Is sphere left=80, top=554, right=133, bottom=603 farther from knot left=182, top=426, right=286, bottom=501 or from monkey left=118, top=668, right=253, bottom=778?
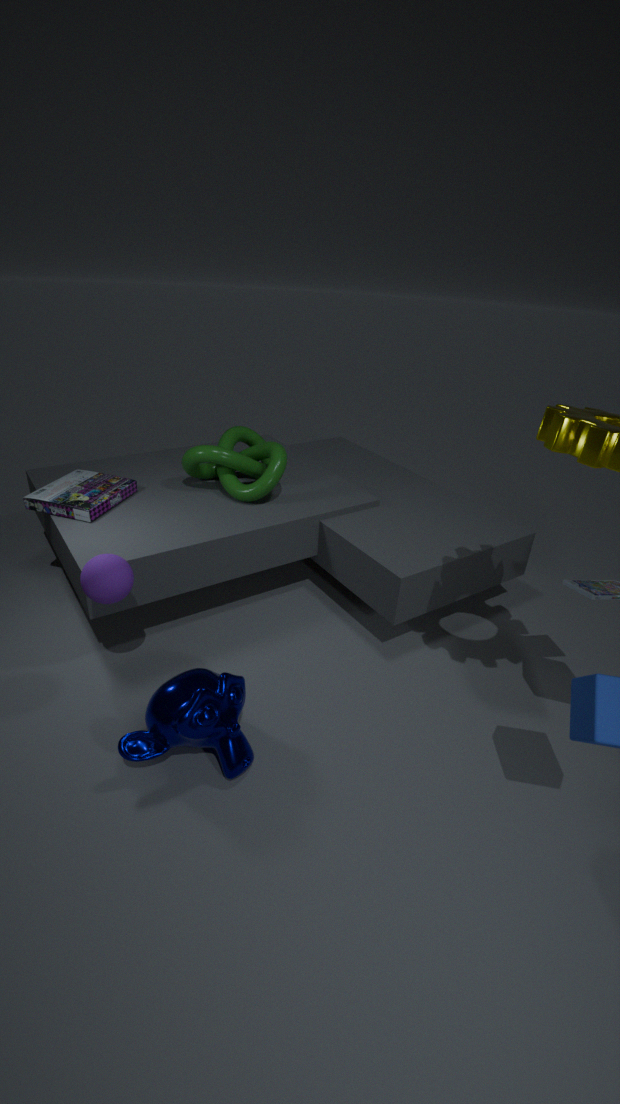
knot left=182, top=426, right=286, bottom=501
